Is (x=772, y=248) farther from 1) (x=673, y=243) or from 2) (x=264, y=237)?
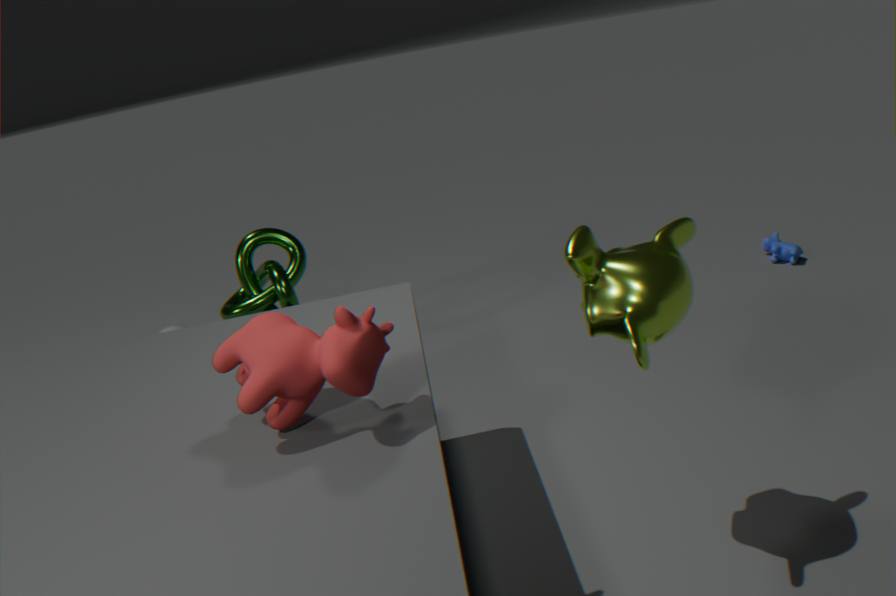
2) (x=264, y=237)
